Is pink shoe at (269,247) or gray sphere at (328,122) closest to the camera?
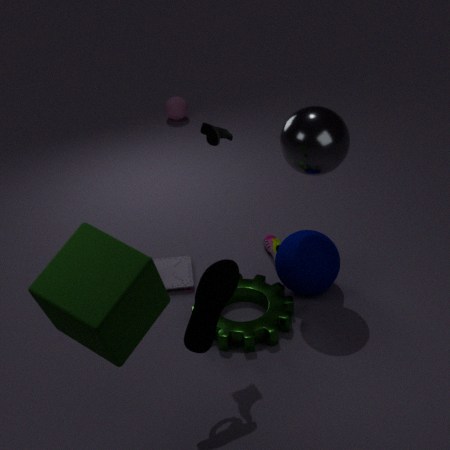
gray sphere at (328,122)
